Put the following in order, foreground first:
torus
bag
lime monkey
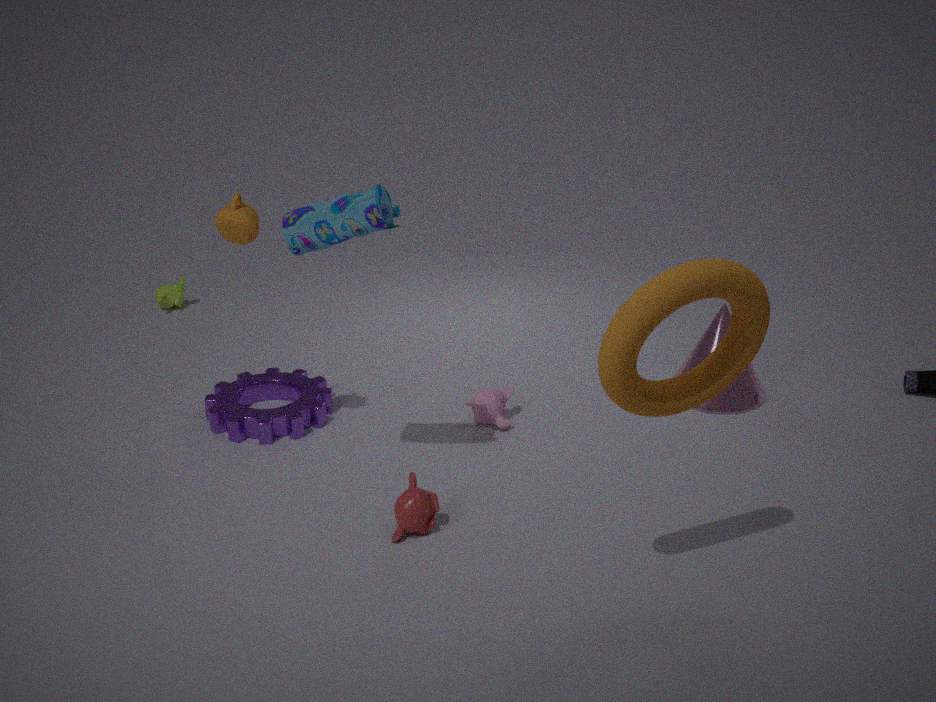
torus → bag → lime monkey
